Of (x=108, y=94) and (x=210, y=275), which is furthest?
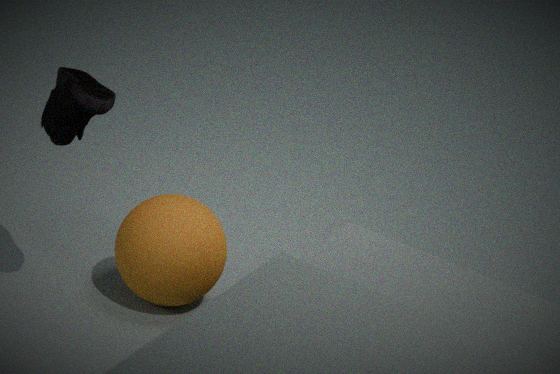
(x=210, y=275)
